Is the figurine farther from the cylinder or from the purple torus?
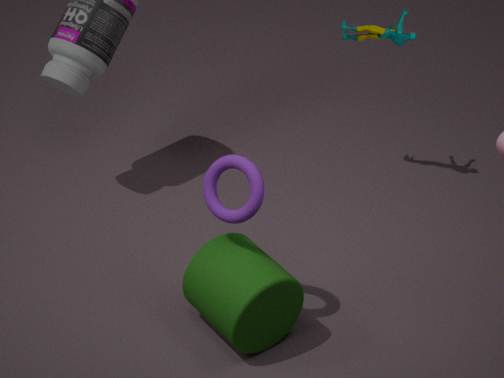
the cylinder
